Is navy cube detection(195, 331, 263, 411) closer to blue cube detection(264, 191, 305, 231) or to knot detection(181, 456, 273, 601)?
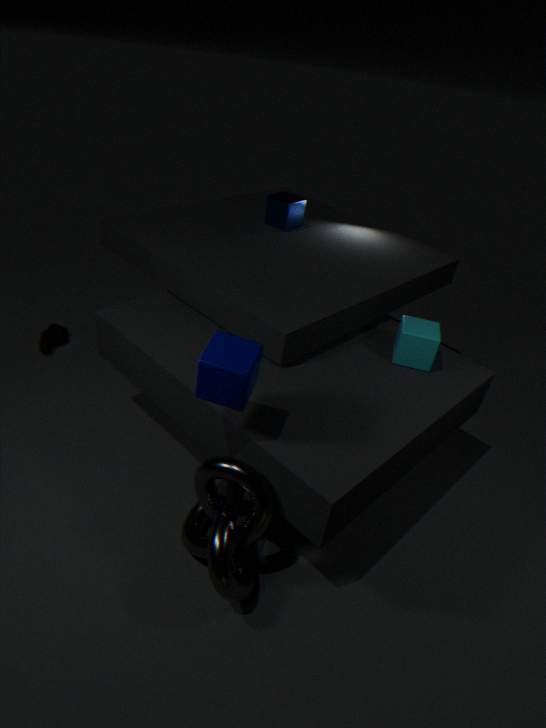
knot detection(181, 456, 273, 601)
